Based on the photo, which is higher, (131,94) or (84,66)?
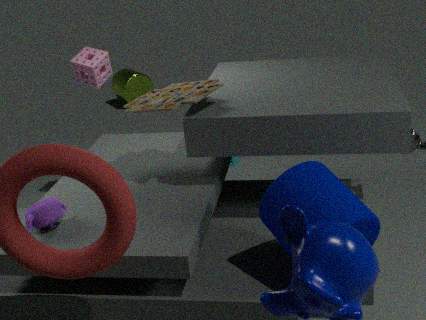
(84,66)
